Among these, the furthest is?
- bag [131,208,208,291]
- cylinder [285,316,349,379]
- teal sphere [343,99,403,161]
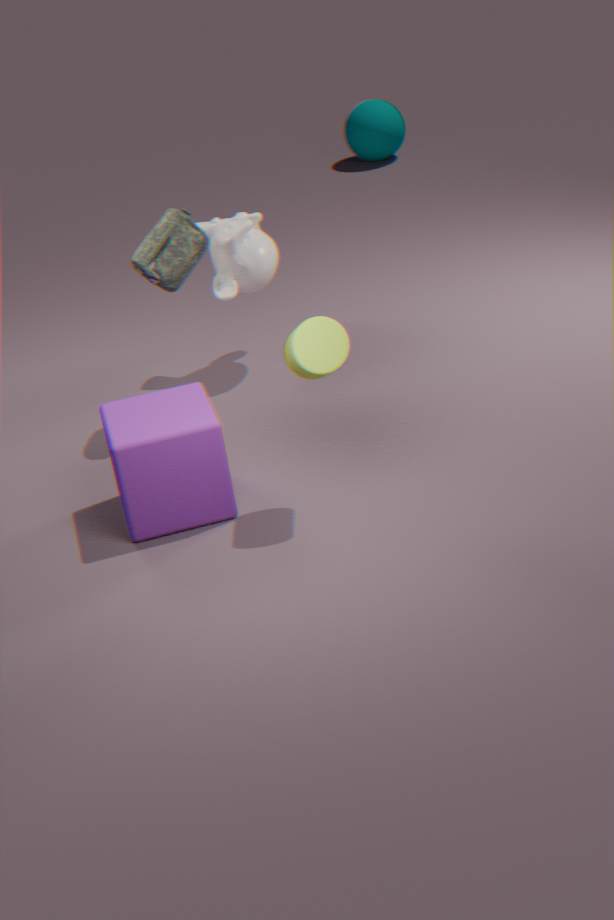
teal sphere [343,99,403,161]
